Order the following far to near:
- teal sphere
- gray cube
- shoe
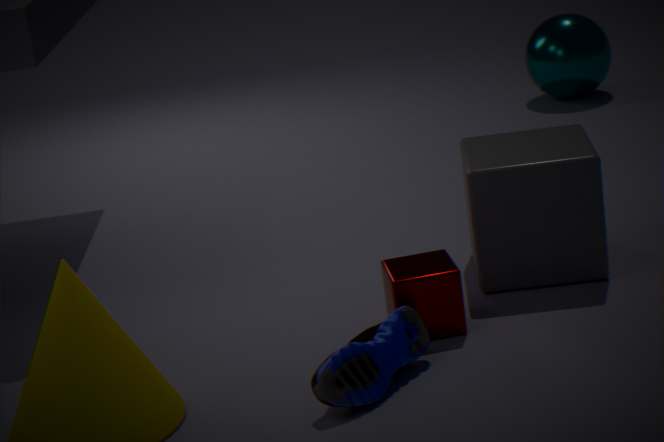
teal sphere
gray cube
shoe
